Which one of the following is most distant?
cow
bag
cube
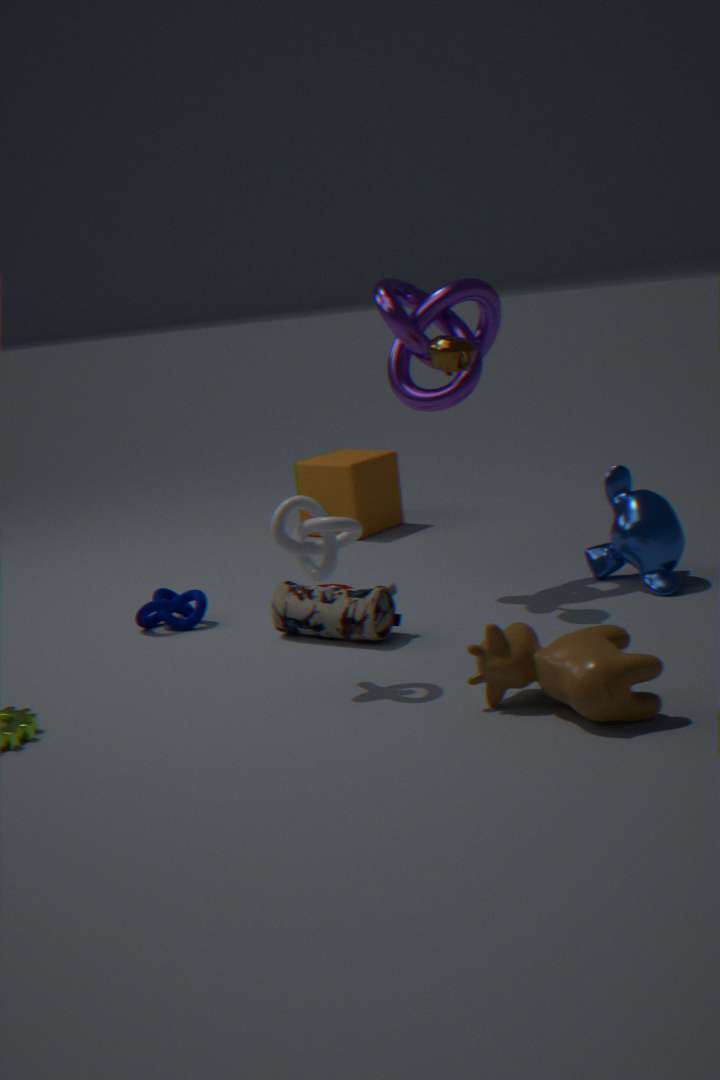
cube
